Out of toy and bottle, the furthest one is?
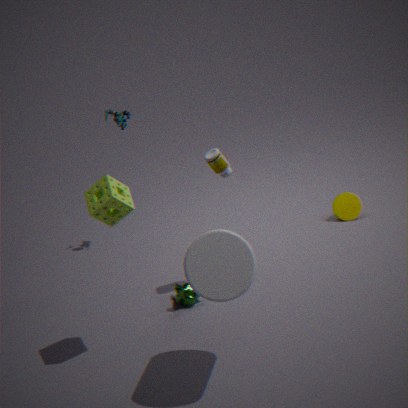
toy
